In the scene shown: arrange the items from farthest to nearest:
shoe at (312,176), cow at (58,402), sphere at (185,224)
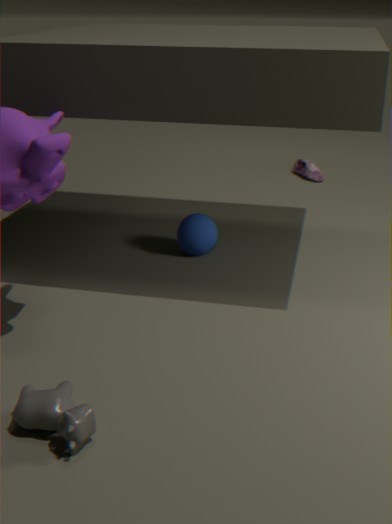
shoe at (312,176), sphere at (185,224), cow at (58,402)
